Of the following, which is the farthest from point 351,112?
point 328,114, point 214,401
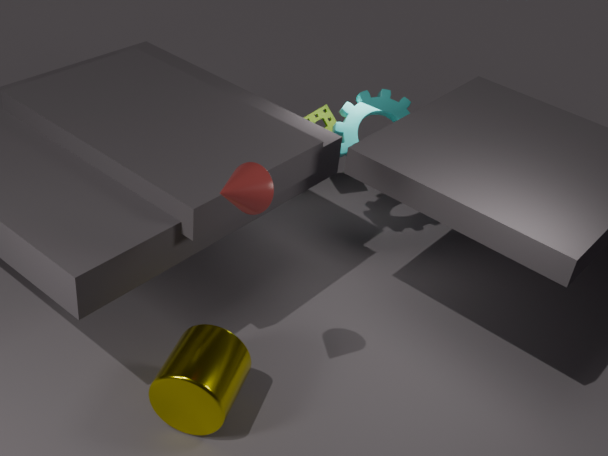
point 214,401
